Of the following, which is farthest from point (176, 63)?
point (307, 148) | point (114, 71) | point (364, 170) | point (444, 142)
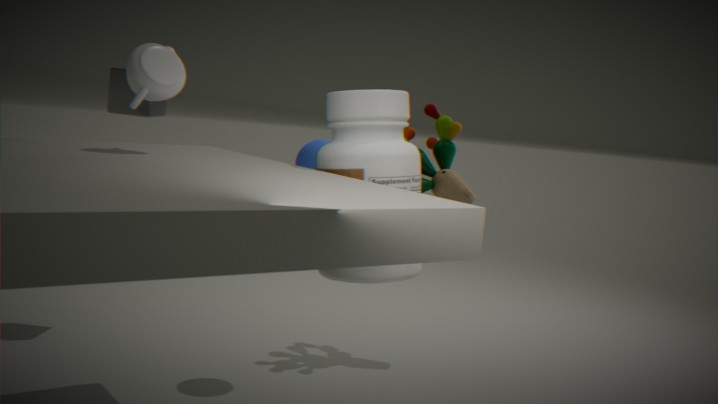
point (444, 142)
